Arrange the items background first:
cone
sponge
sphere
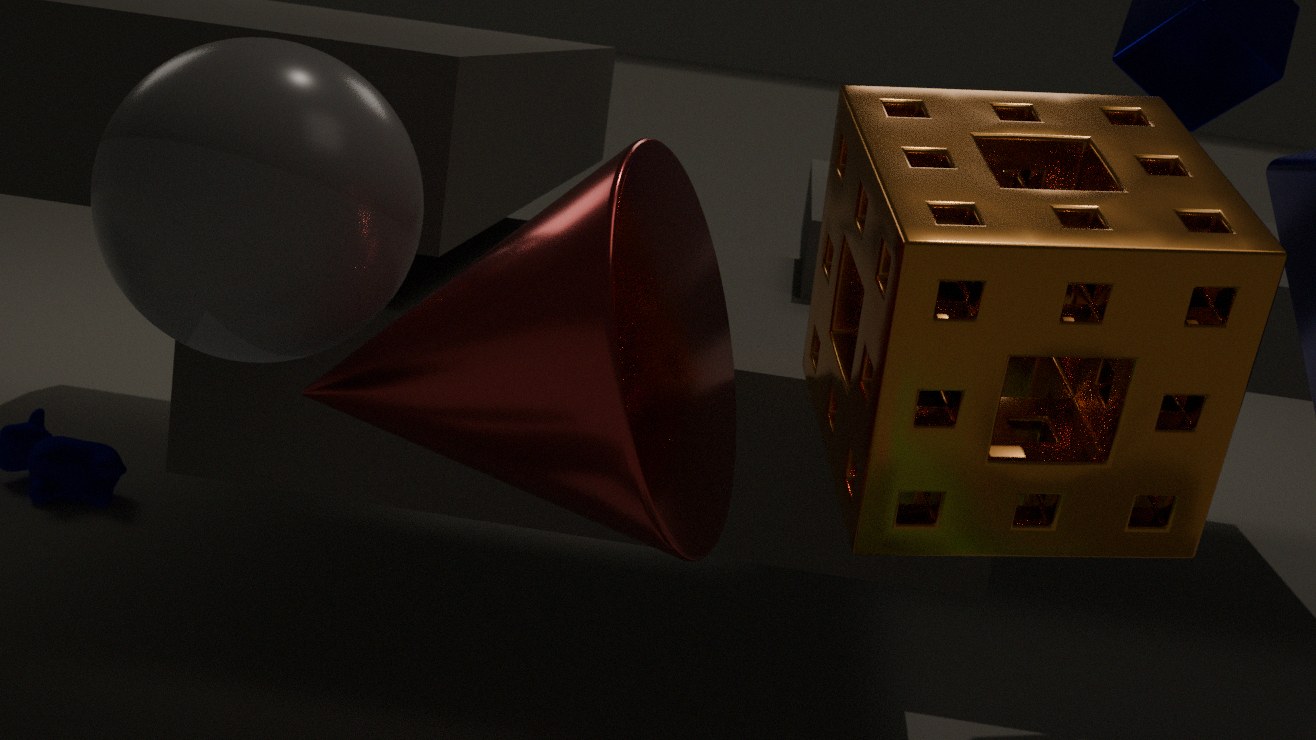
sphere → sponge → cone
